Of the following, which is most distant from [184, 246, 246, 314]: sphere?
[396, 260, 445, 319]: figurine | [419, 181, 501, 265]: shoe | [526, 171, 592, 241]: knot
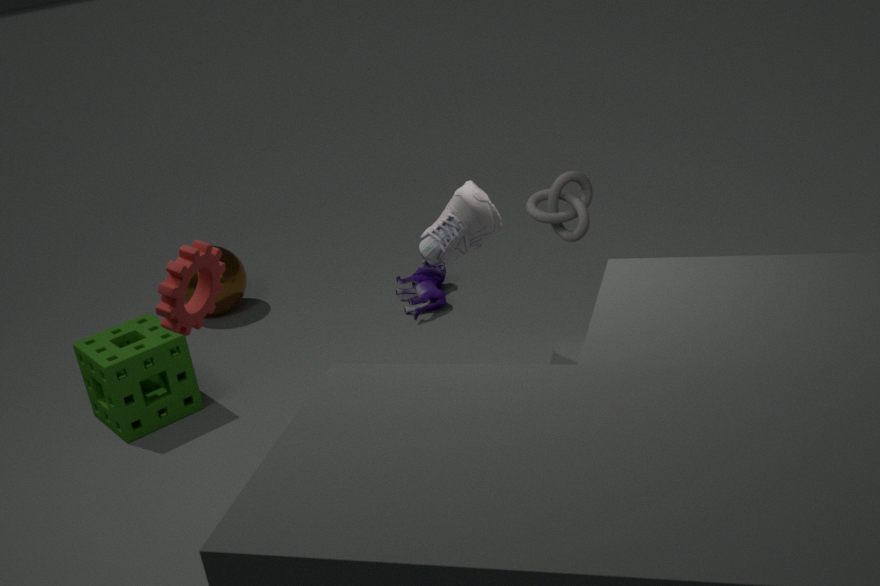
[419, 181, 501, 265]: shoe
